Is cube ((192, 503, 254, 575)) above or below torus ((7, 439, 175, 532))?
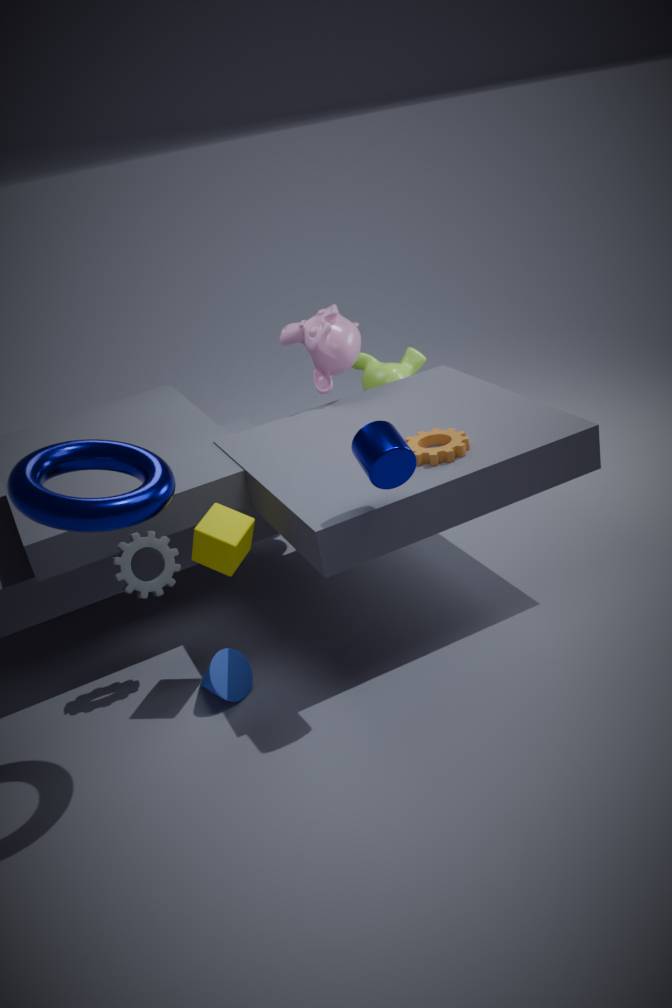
below
